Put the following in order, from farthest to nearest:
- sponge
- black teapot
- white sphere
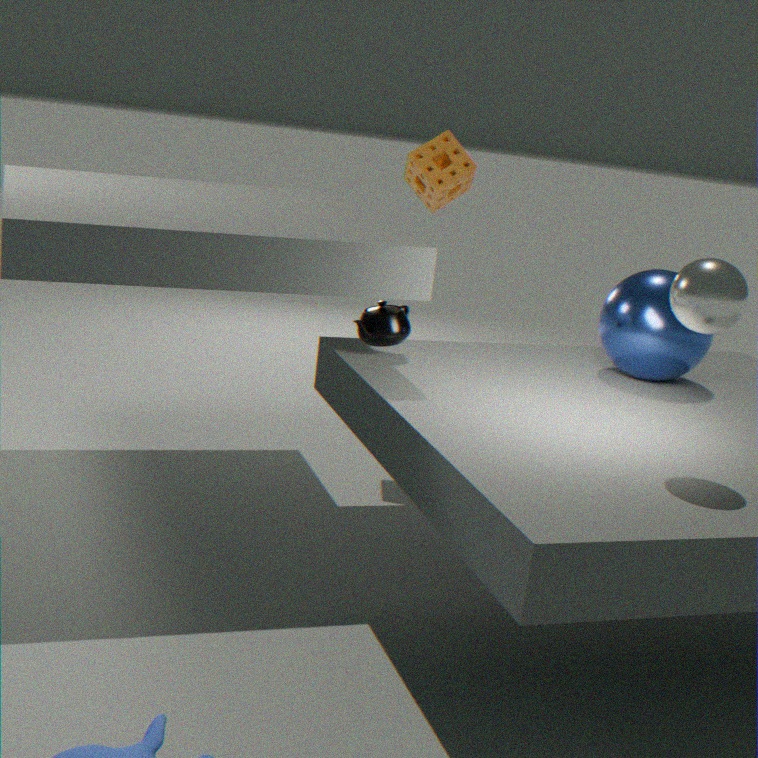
1. sponge
2. black teapot
3. white sphere
